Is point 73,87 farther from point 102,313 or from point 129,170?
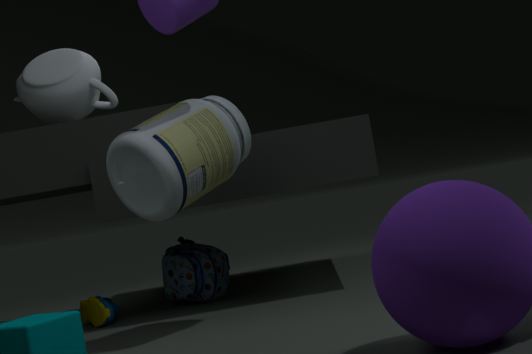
point 129,170
